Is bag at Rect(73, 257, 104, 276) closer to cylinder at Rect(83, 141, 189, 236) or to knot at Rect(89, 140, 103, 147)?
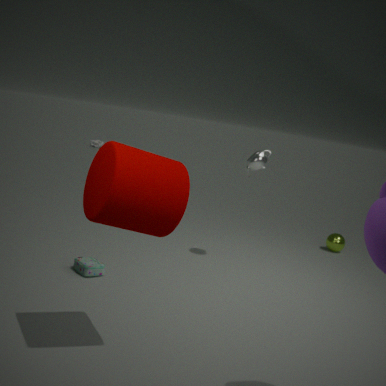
cylinder at Rect(83, 141, 189, 236)
